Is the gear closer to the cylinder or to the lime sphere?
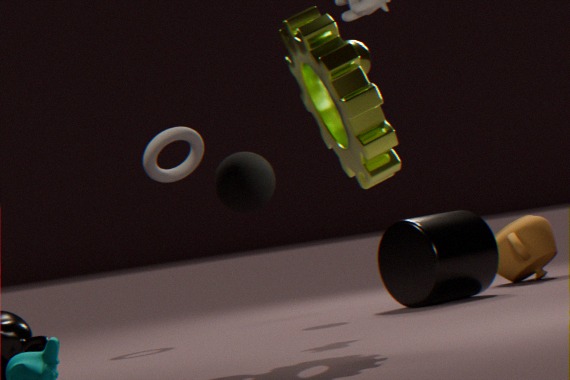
the cylinder
